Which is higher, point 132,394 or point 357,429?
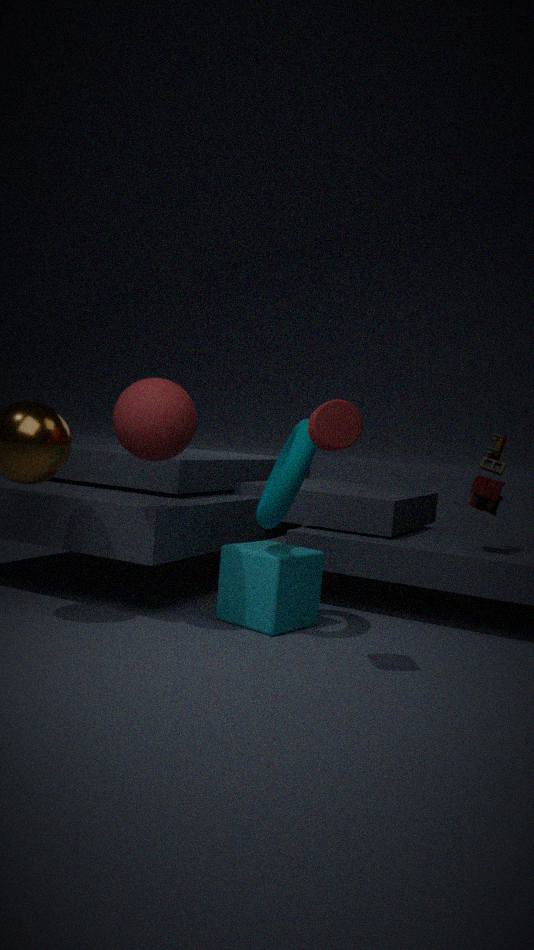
point 357,429
